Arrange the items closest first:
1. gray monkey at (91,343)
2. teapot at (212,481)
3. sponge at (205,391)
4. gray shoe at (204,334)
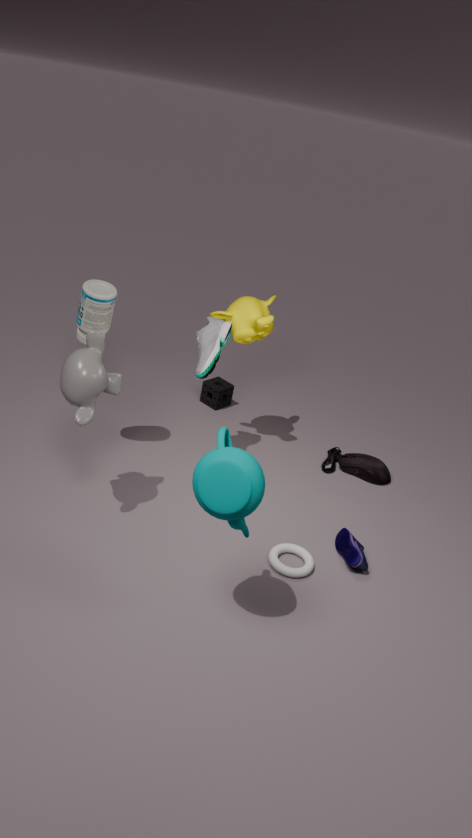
teapot at (212,481) < gray monkey at (91,343) < gray shoe at (204,334) < sponge at (205,391)
